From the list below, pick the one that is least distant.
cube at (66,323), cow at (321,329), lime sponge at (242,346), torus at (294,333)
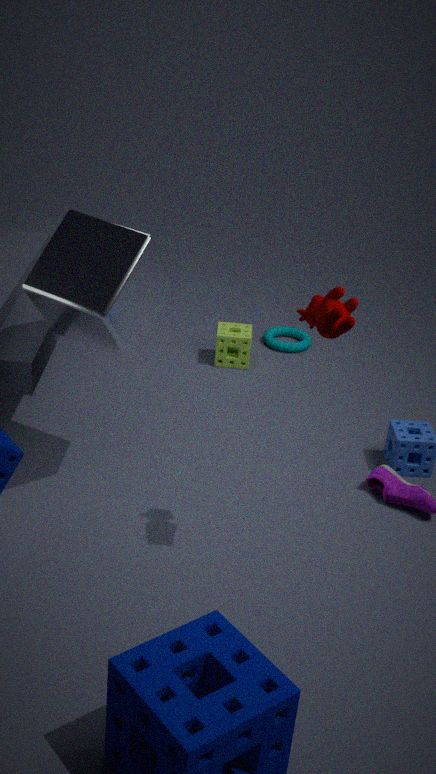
cow at (321,329)
